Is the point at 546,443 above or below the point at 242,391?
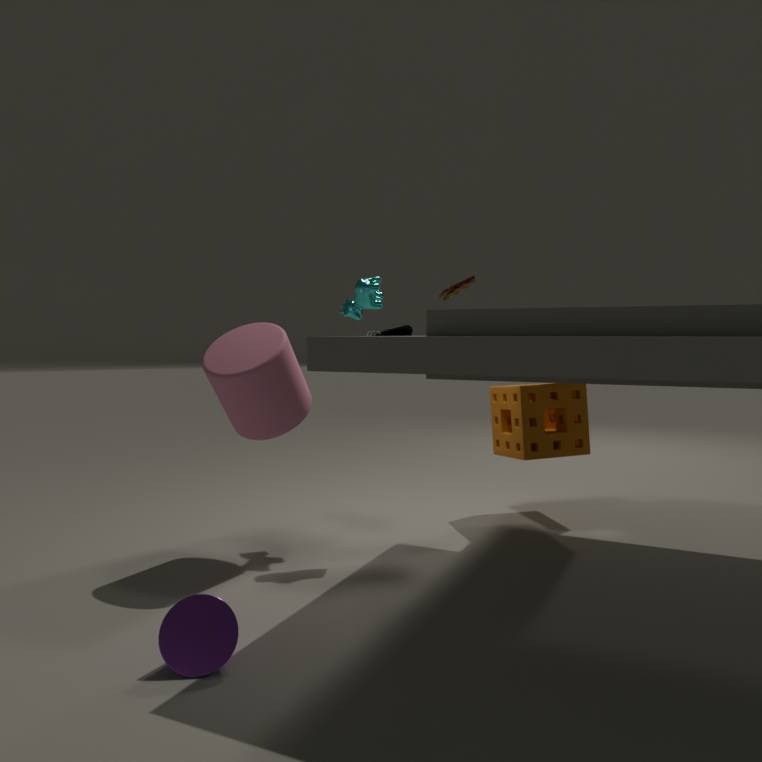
below
